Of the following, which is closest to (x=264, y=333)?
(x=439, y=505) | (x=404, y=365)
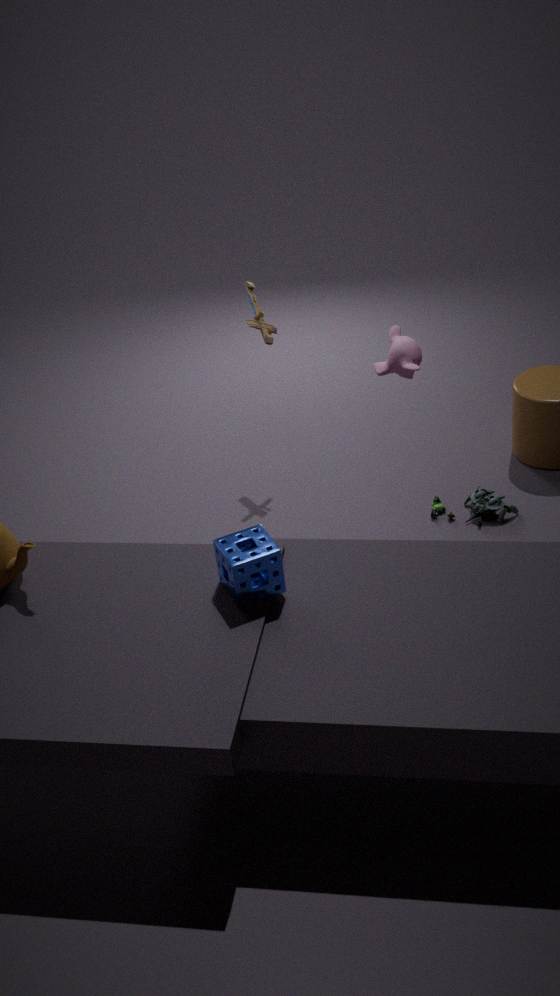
(x=404, y=365)
